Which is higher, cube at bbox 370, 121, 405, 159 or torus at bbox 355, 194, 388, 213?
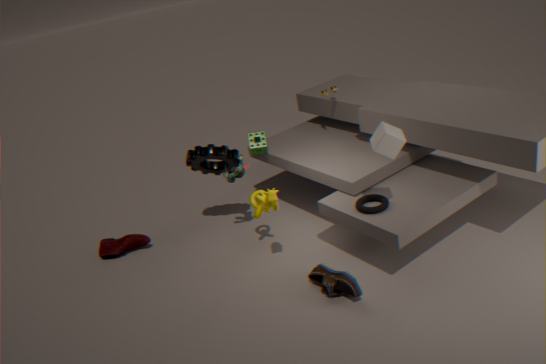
cube at bbox 370, 121, 405, 159
